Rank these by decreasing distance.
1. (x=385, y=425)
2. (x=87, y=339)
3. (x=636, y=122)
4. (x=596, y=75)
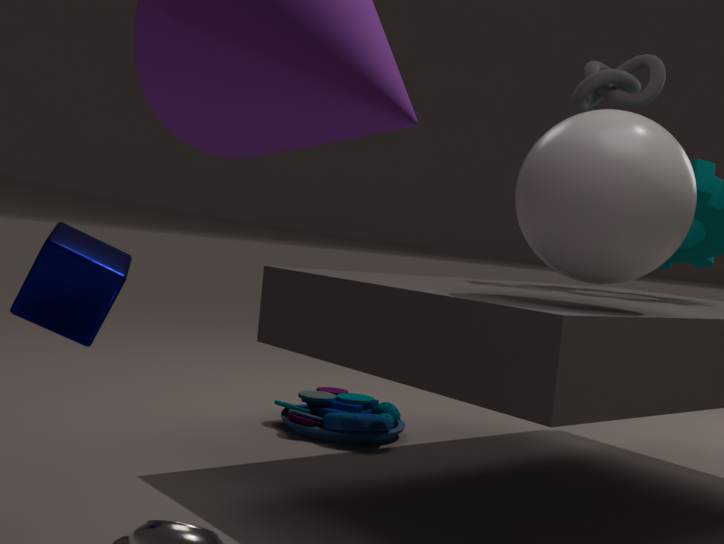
1. (x=385, y=425)
2. (x=596, y=75)
3. (x=87, y=339)
4. (x=636, y=122)
